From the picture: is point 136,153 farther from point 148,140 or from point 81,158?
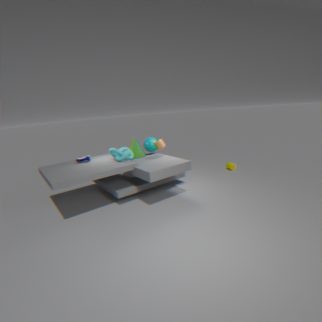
point 81,158
